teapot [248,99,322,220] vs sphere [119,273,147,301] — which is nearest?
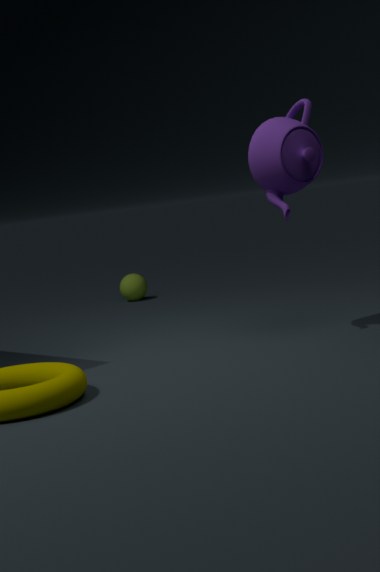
teapot [248,99,322,220]
